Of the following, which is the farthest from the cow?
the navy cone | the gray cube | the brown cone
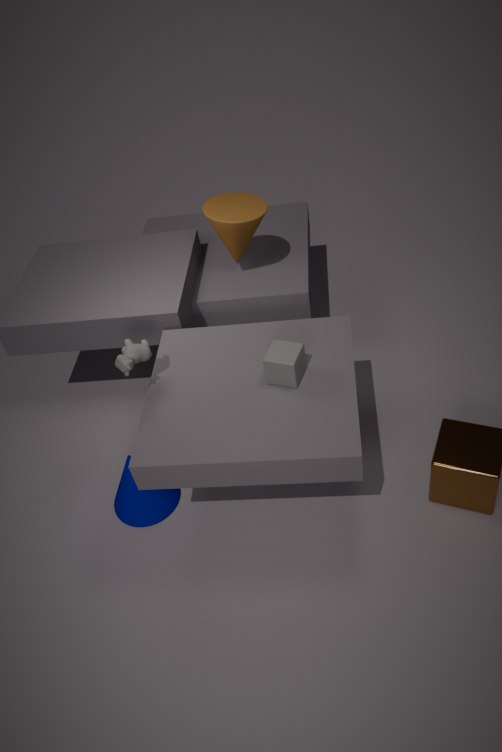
the brown cone
